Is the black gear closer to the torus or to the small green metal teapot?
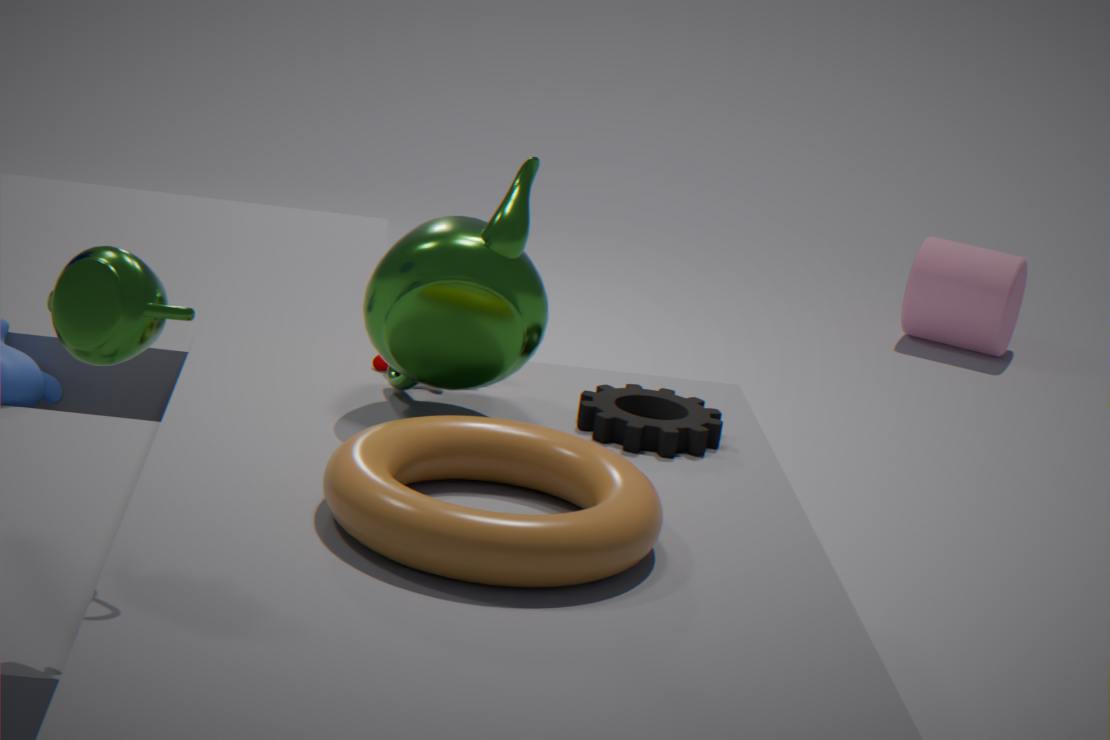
the torus
